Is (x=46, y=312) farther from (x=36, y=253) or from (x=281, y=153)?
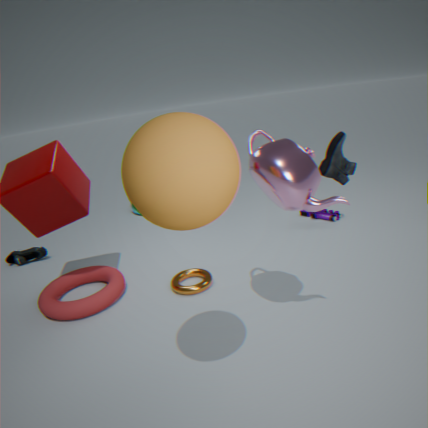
(x=281, y=153)
